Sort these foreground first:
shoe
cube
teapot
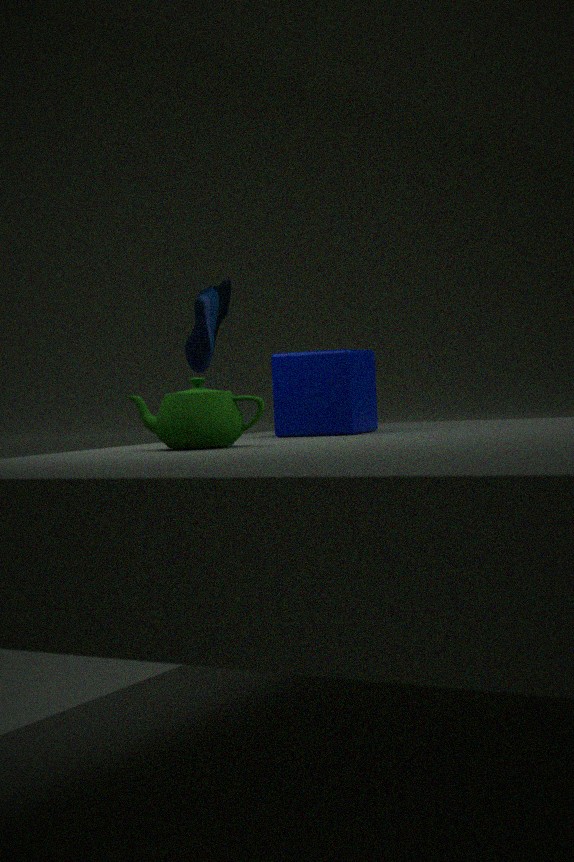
teapot, cube, shoe
